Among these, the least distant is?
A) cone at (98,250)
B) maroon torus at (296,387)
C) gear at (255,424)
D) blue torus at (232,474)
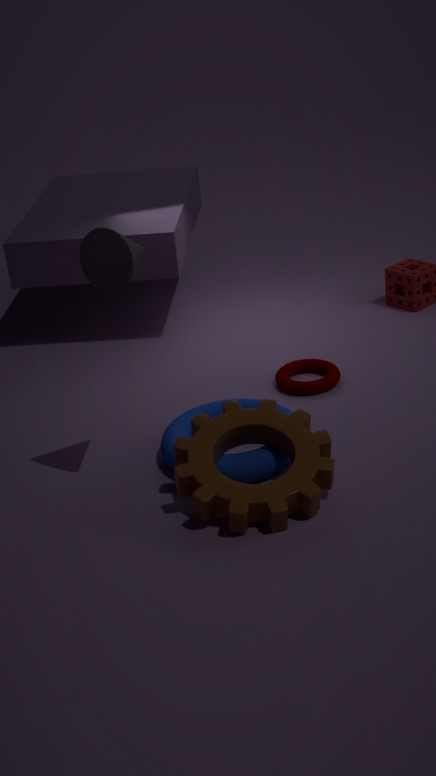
cone at (98,250)
